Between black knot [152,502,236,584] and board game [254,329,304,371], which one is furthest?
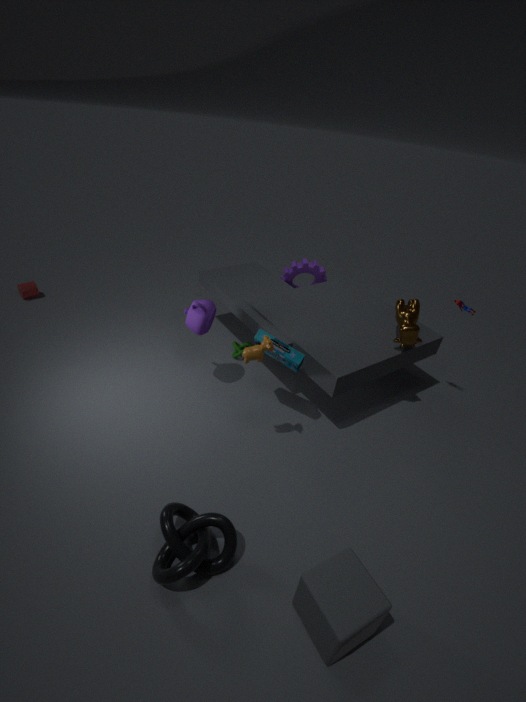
board game [254,329,304,371]
